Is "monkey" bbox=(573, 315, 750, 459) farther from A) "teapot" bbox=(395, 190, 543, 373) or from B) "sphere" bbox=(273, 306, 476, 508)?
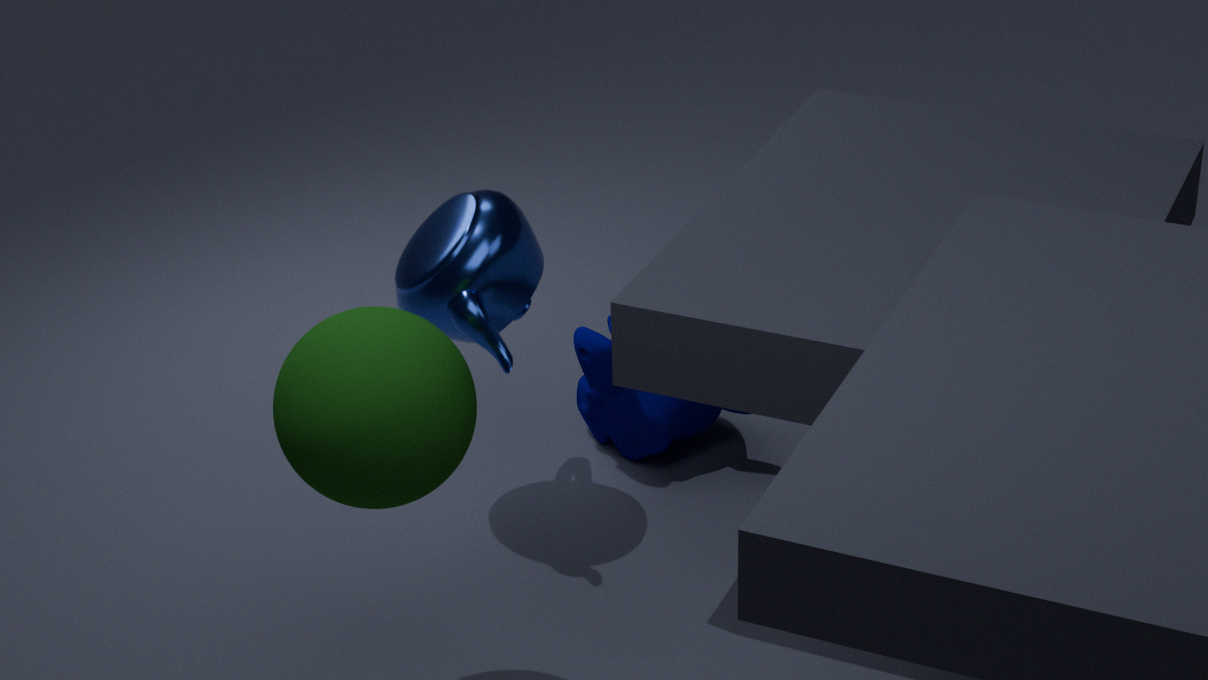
B) "sphere" bbox=(273, 306, 476, 508)
